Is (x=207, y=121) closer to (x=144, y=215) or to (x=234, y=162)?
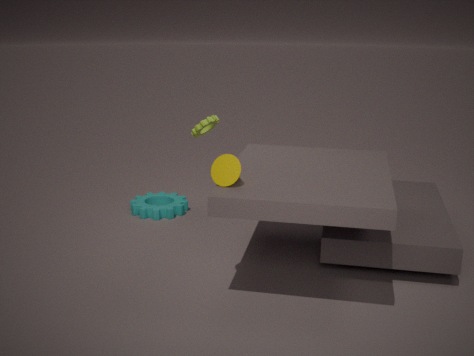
(x=144, y=215)
